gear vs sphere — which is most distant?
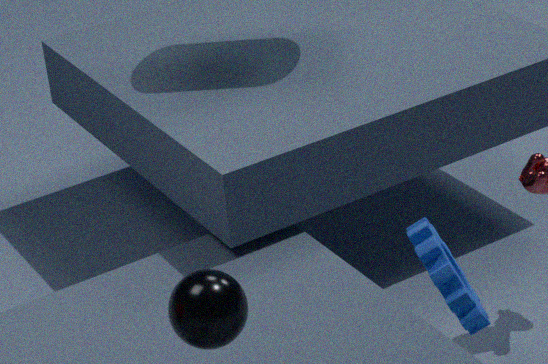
A: sphere
